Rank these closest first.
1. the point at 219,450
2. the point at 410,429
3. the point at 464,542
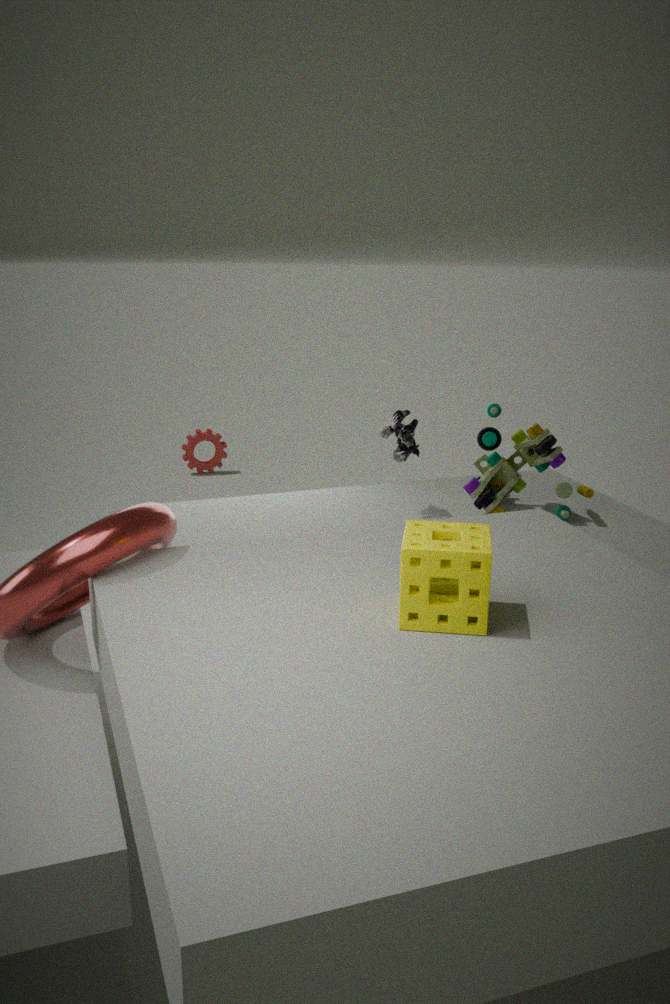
1. the point at 464,542
2. the point at 410,429
3. the point at 219,450
